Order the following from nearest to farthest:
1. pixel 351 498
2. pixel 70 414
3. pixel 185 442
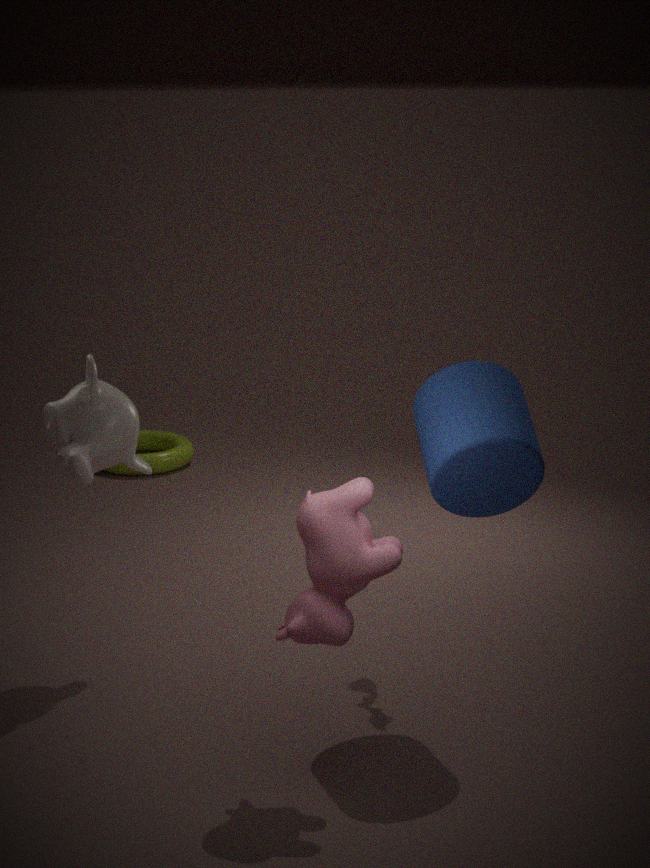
pixel 351 498, pixel 70 414, pixel 185 442
